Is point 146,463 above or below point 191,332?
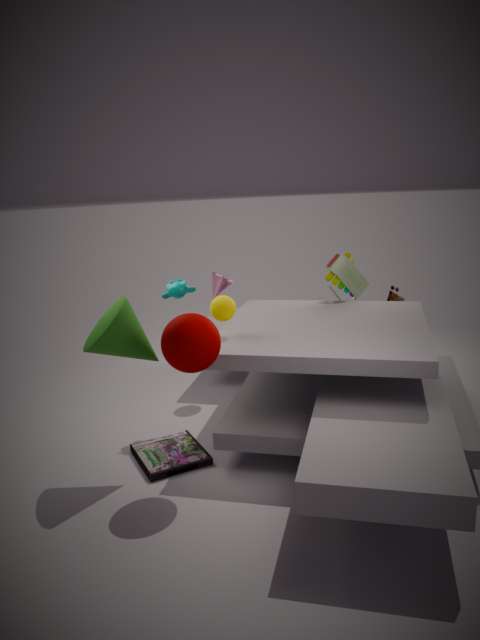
below
